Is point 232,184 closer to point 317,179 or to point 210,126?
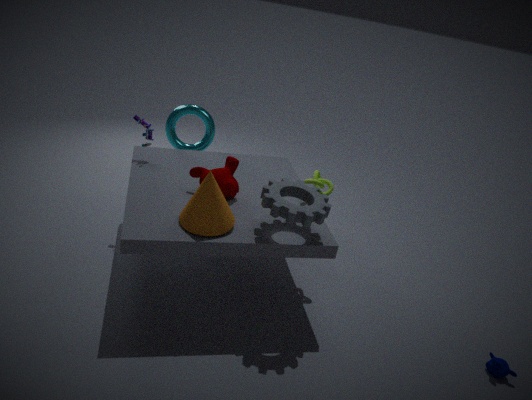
point 317,179
